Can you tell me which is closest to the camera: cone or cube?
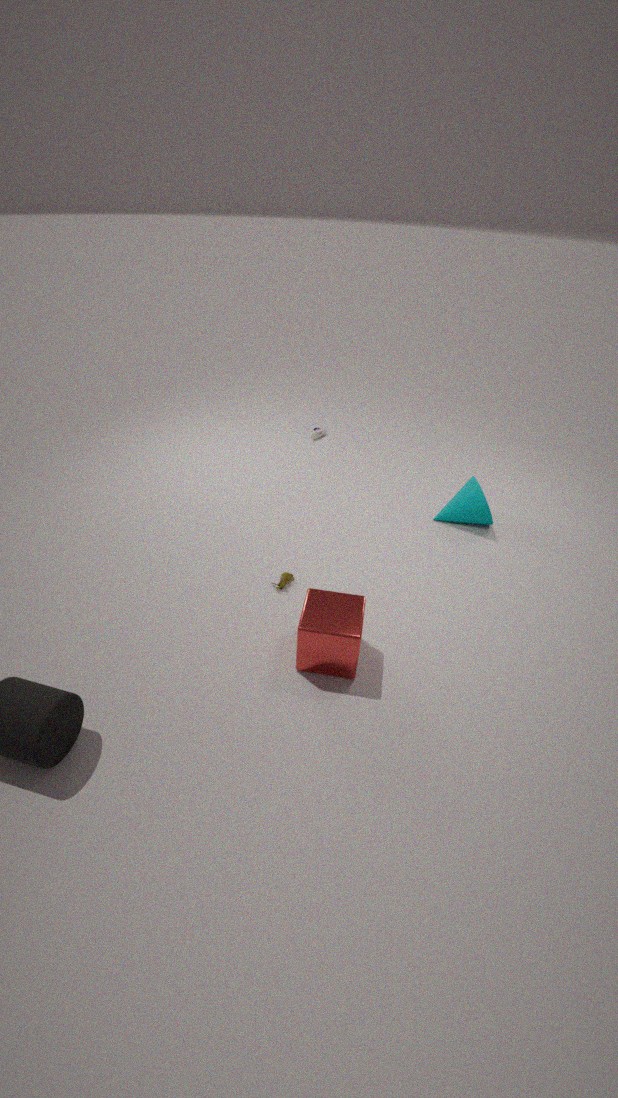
cube
